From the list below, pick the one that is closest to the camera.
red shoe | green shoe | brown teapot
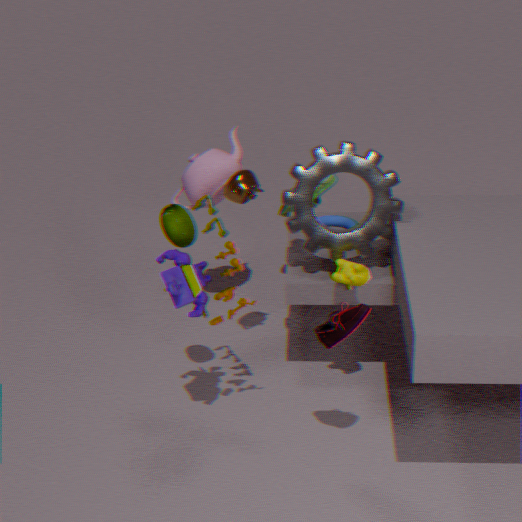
red shoe
